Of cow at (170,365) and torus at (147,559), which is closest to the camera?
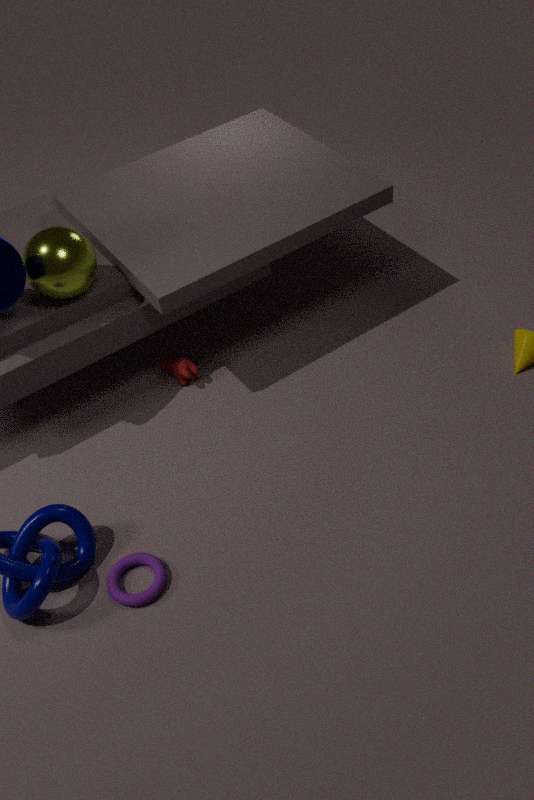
torus at (147,559)
